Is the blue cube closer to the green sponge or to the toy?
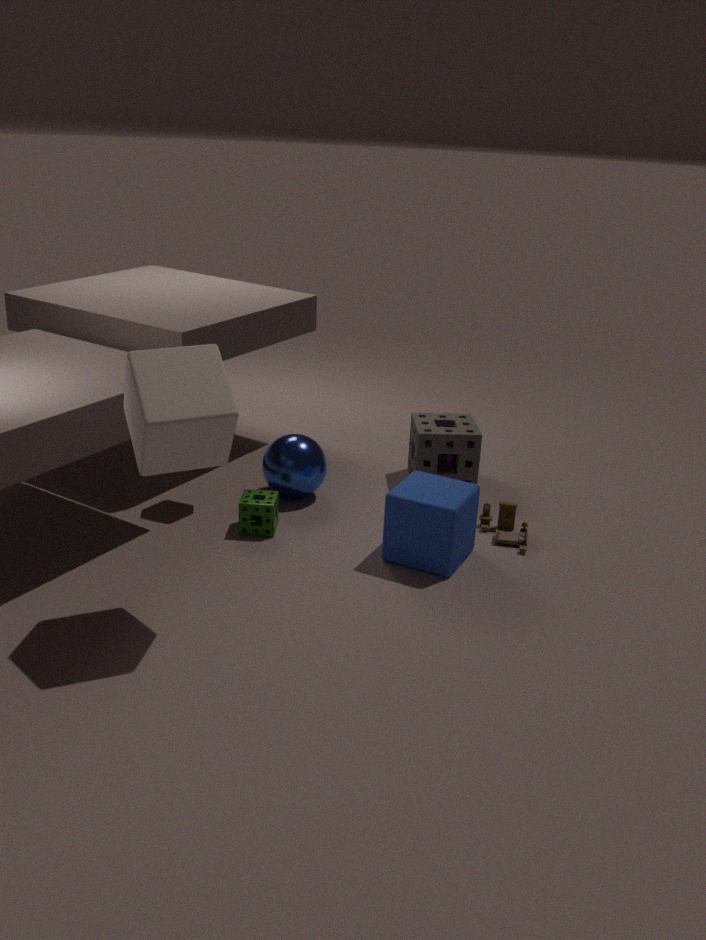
the toy
